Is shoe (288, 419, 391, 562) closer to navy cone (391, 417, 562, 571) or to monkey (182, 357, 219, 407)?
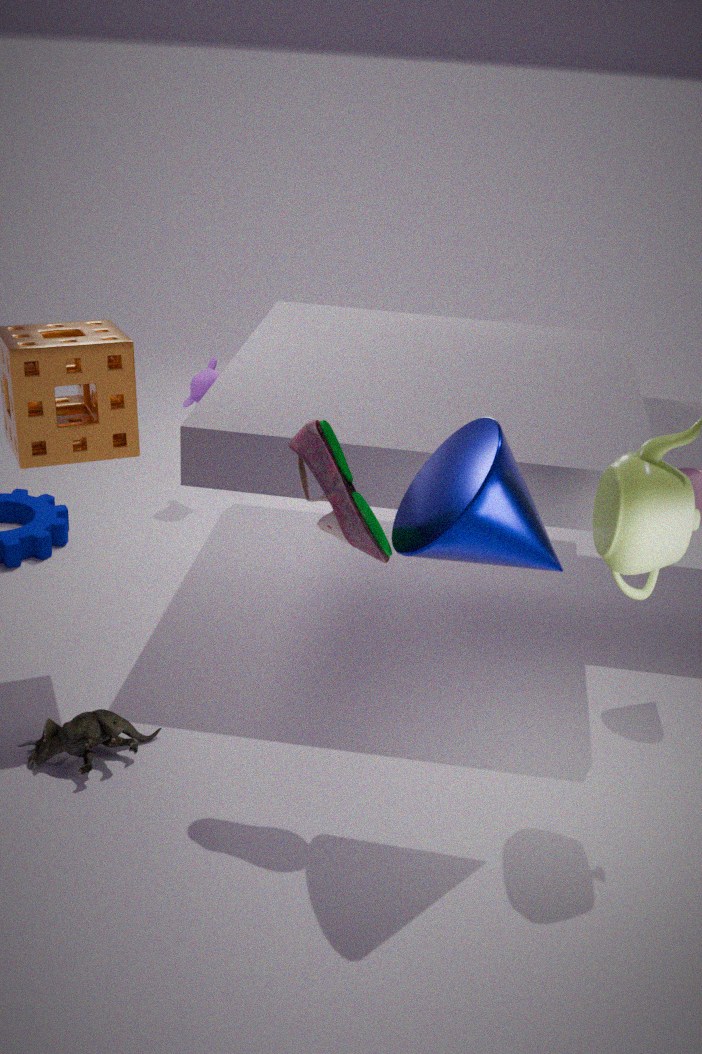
navy cone (391, 417, 562, 571)
